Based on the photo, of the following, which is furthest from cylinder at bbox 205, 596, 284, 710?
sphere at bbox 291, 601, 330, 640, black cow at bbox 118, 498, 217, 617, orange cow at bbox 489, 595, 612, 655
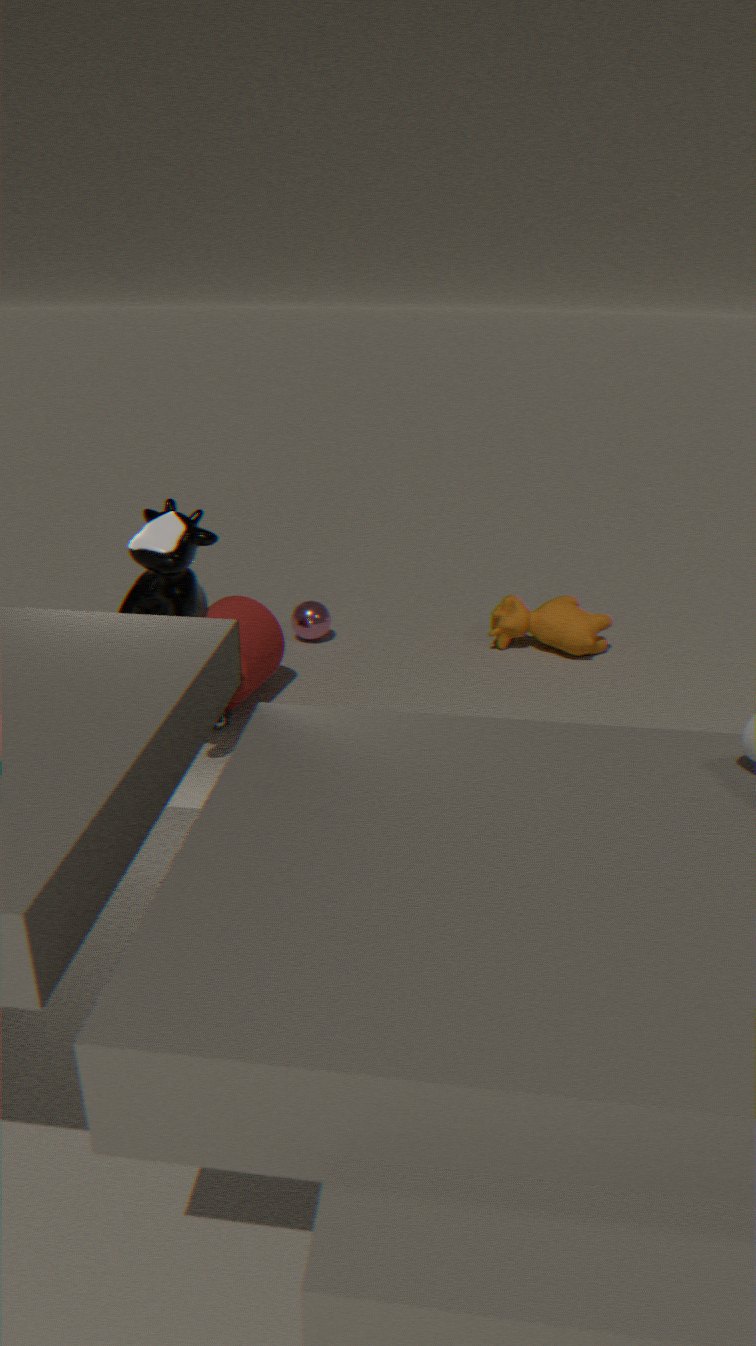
orange cow at bbox 489, 595, 612, 655
